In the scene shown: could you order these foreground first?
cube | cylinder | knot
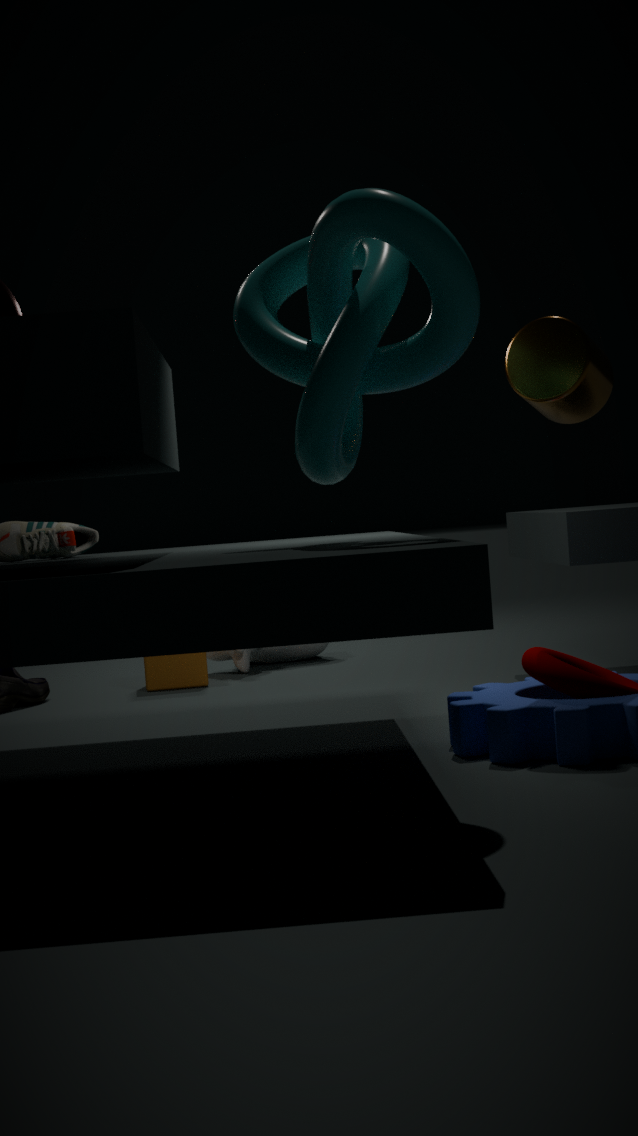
knot → cylinder → cube
